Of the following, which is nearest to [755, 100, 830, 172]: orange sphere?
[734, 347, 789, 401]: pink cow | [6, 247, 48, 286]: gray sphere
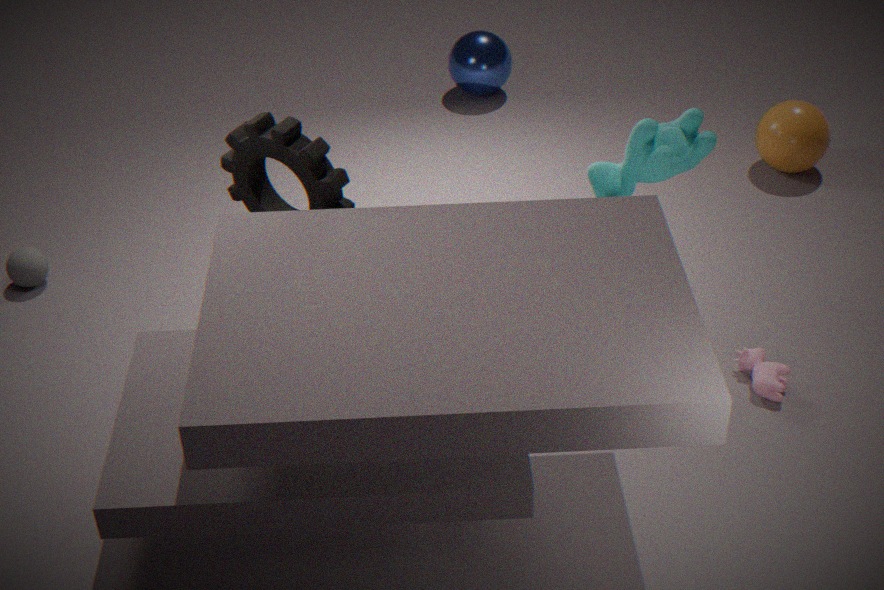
[734, 347, 789, 401]: pink cow
